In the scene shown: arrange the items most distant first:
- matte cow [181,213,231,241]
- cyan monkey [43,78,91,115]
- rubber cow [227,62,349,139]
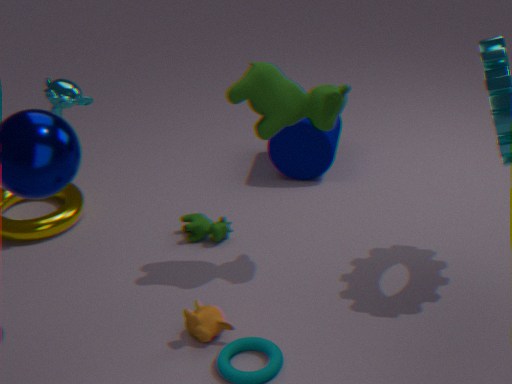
matte cow [181,213,231,241]
cyan monkey [43,78,91,115]
rubber cow [227,62,349,139]
